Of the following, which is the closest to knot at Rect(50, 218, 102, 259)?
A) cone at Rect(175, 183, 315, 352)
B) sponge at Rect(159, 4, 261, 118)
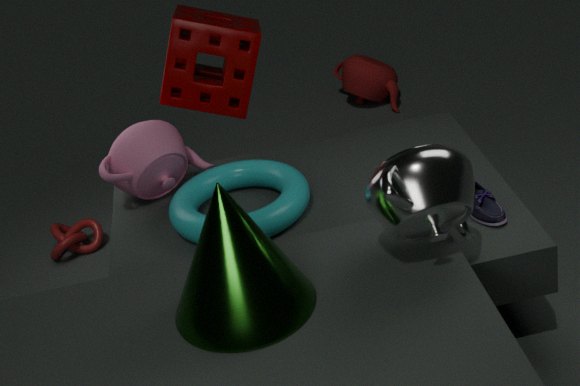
sponge at Rect(159, 4, 261, 118)
